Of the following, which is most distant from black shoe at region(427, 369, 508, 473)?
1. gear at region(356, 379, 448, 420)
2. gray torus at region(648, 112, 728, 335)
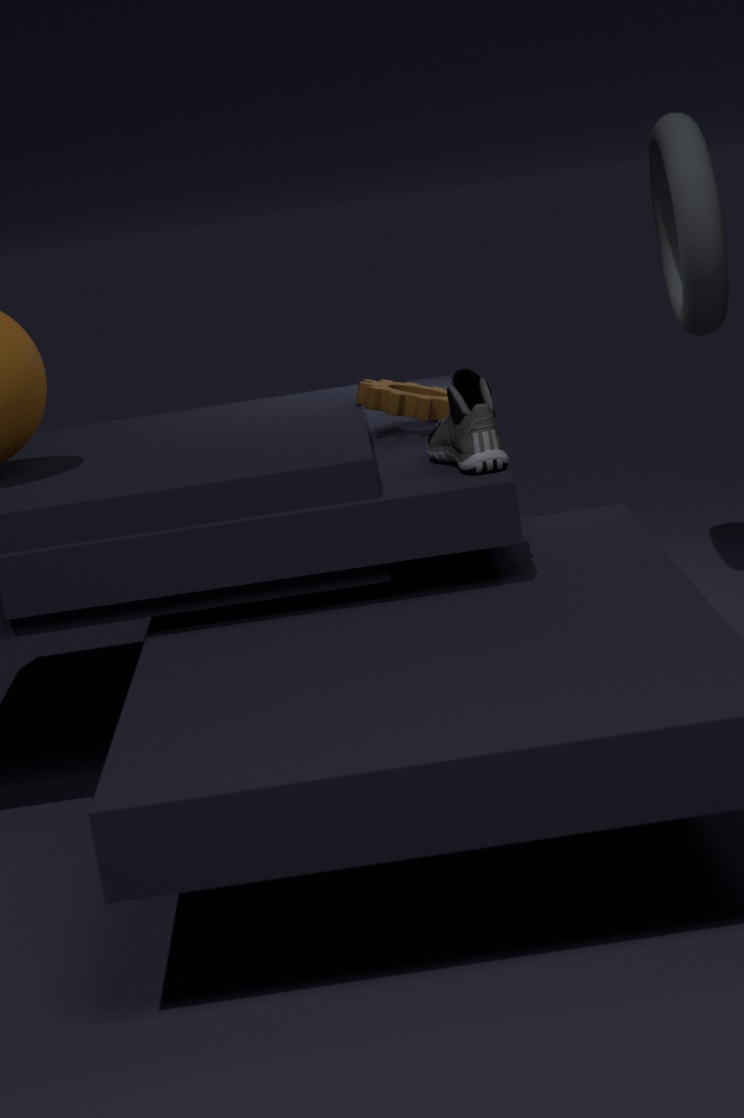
gray torus at region(648, 112, 728, 335)
